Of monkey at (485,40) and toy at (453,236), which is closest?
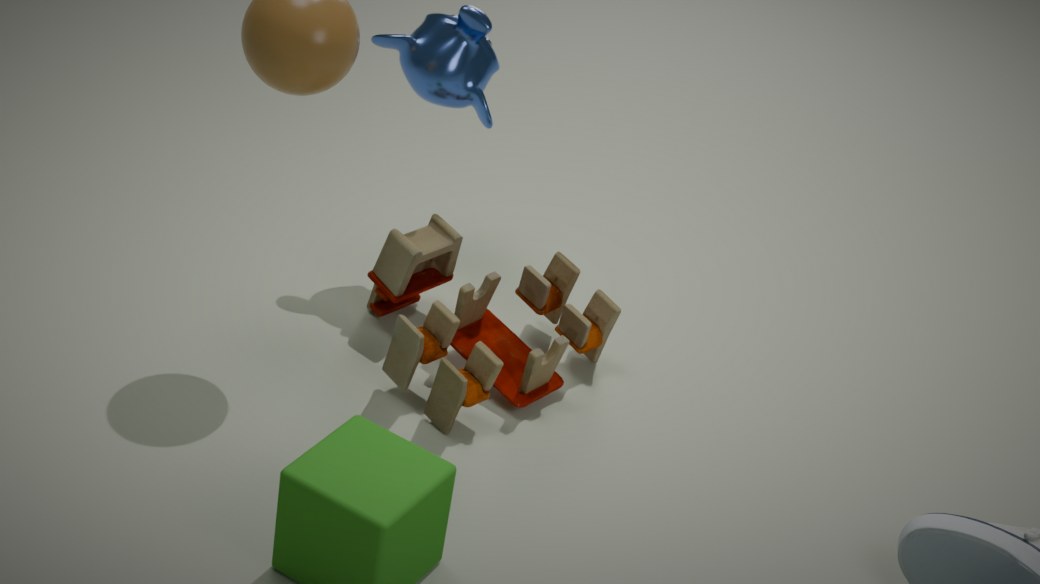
toy at (453,236)
